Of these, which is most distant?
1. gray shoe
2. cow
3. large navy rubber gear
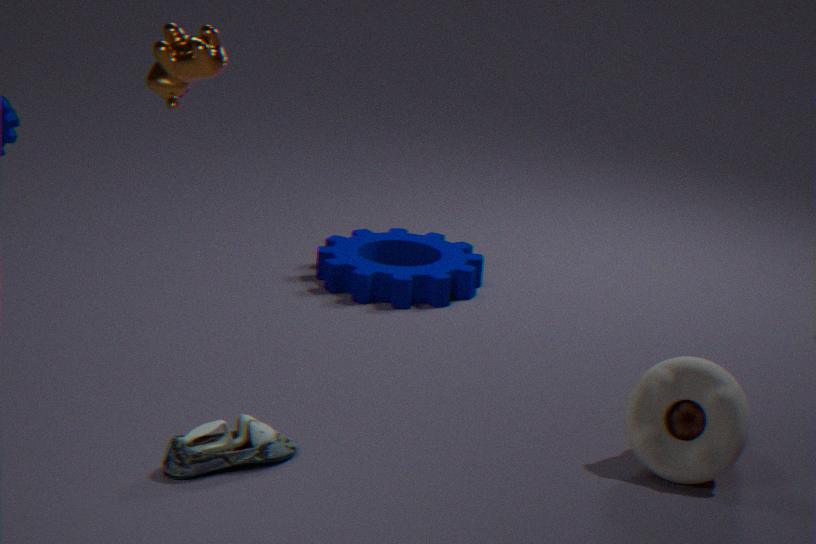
large navy rubber gear
